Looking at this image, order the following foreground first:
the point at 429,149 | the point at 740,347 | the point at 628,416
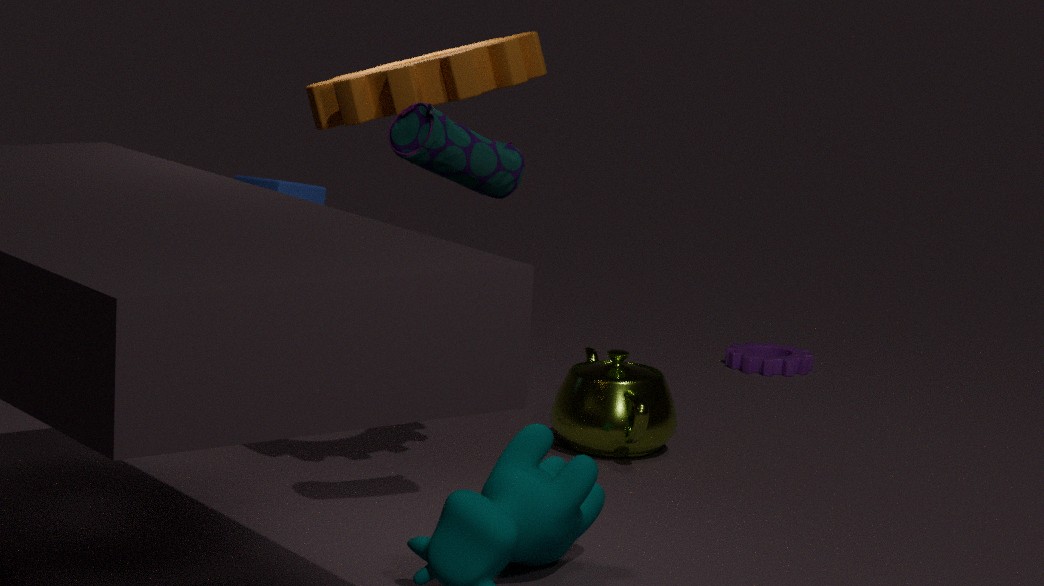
the point at 429,149 → the point at 628,416 → the point at 740,347
